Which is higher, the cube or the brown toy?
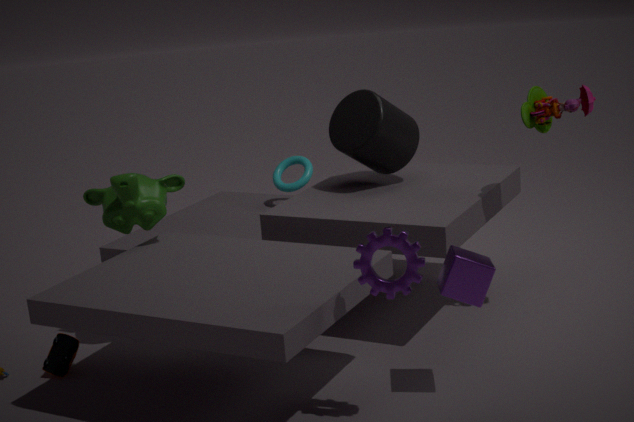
the brown toy
